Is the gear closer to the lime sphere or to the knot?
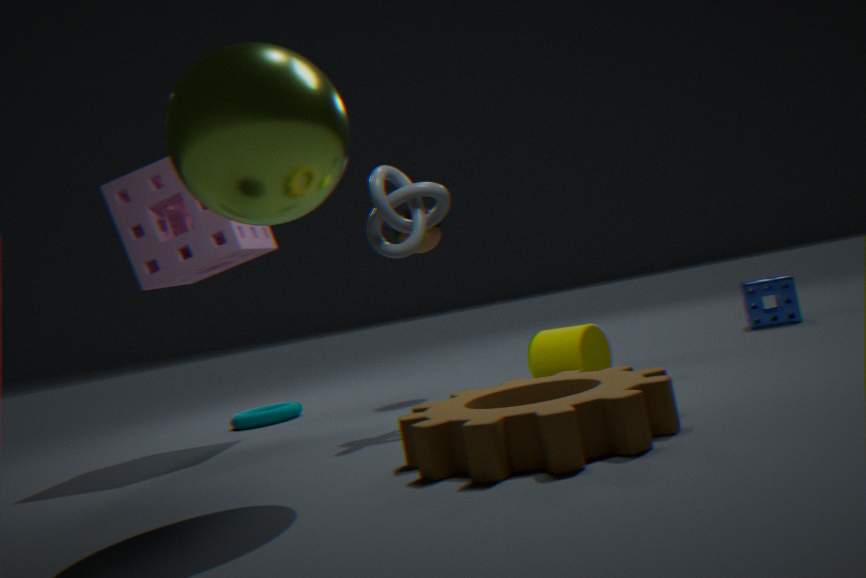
the lime sphere
